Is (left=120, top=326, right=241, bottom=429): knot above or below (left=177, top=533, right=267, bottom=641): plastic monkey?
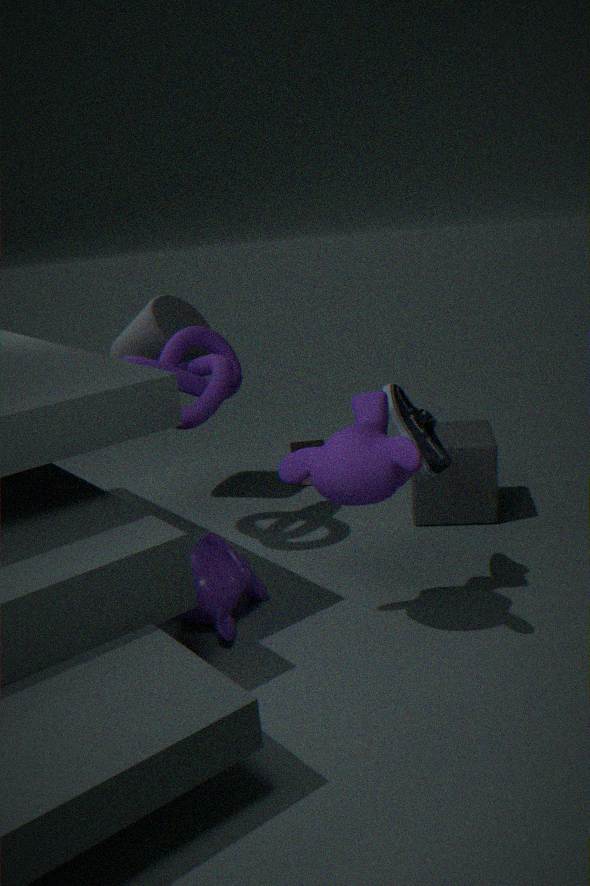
above
